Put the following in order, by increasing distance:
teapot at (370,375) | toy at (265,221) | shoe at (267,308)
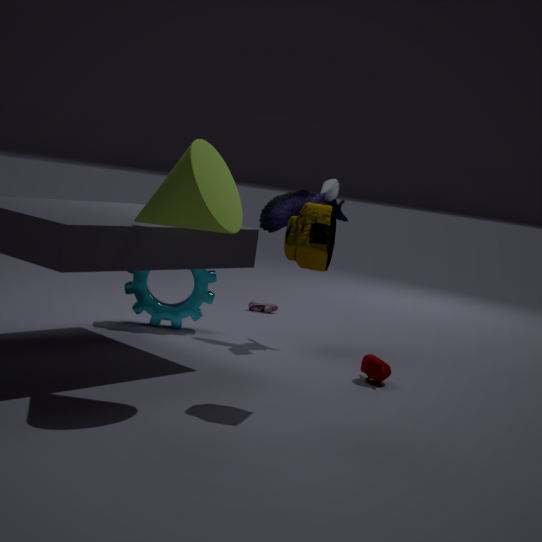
teapot at (370,375), toy at (265,221), shoe at (267,308)
